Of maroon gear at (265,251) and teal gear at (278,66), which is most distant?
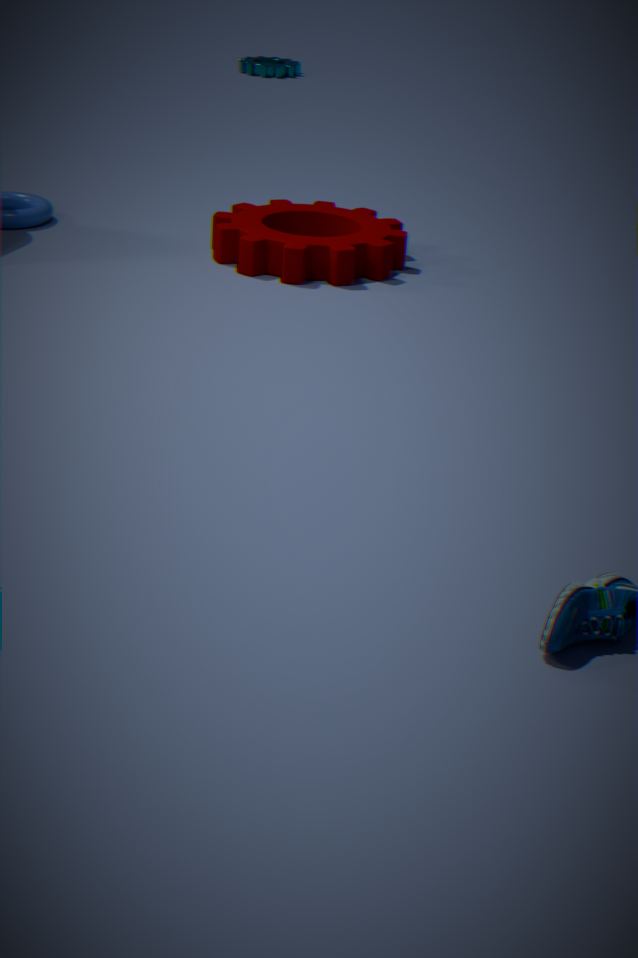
teal gear at (278,66)
